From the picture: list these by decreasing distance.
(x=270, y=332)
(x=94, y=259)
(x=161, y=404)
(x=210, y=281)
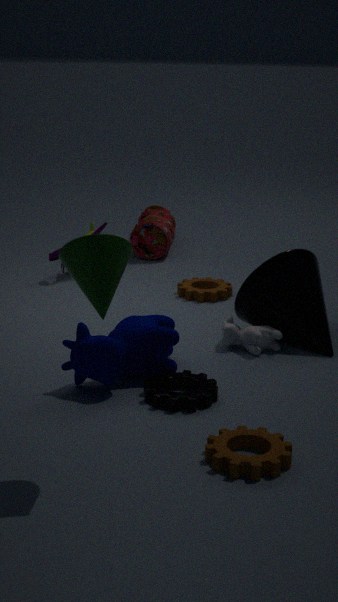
(x=210, y=281) < (x=270, y=332) < (x=161, y=404) < (x=94, y=259)
